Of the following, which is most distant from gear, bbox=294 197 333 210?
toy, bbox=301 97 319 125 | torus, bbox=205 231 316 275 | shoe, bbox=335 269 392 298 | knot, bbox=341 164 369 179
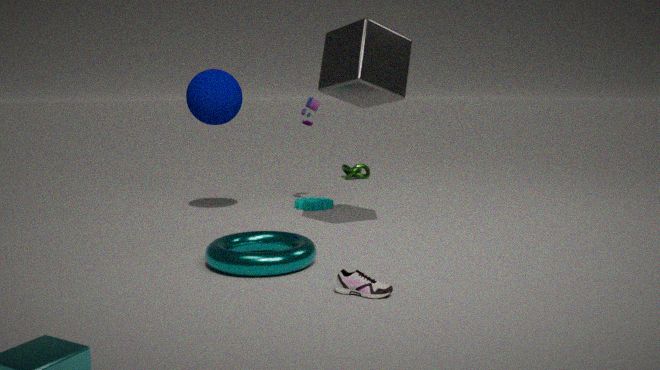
shoe, bbox=335 269 392 298
